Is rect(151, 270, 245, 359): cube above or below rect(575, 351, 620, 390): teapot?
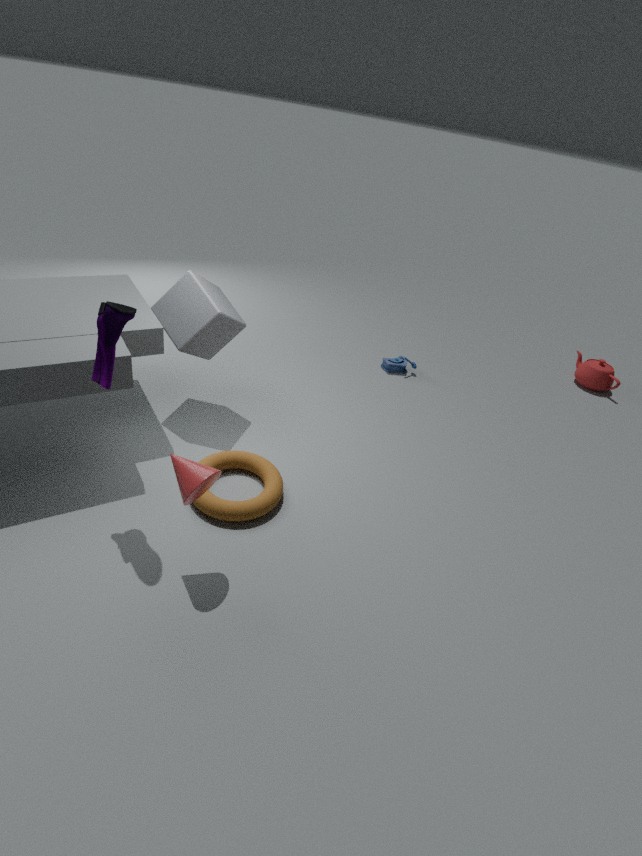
above
